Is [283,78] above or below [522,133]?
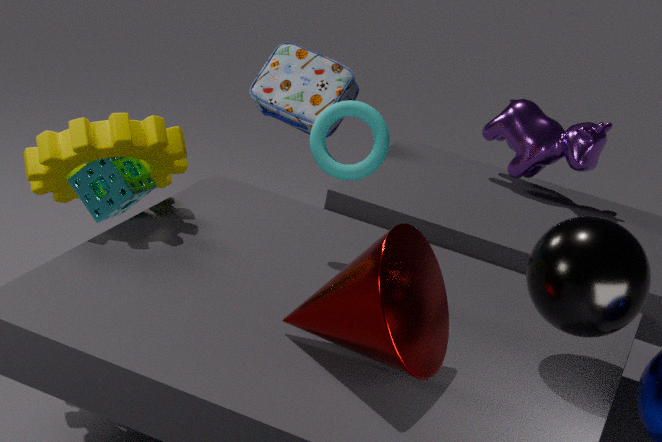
below
